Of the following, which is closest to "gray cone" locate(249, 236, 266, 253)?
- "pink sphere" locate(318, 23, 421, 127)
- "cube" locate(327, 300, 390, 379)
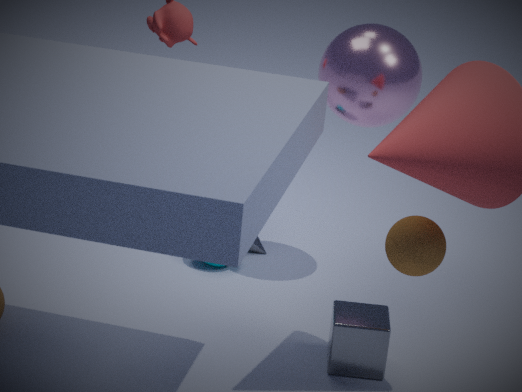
"pink sphere" locate(318, 23, 421, 127)
